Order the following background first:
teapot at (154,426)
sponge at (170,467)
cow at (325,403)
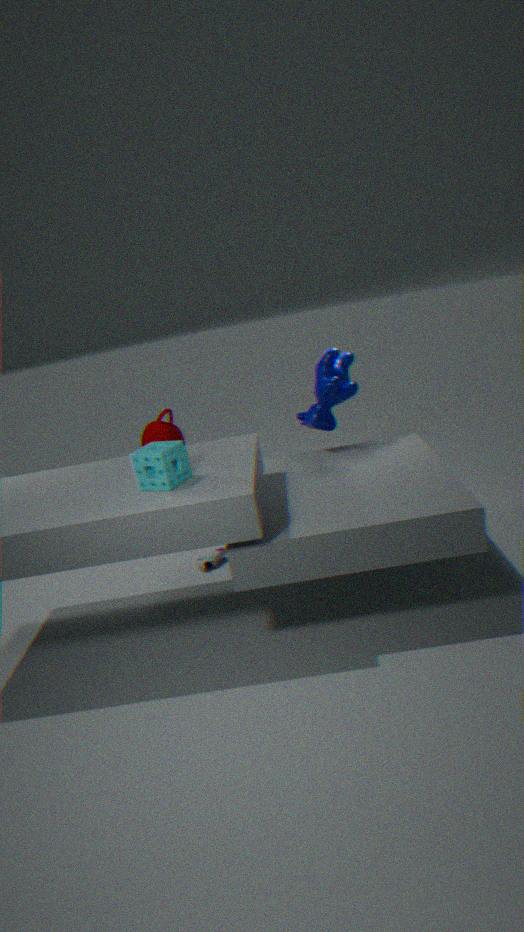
teapot at (154,426) → cow at (325,403) → sponge at (170,467)
